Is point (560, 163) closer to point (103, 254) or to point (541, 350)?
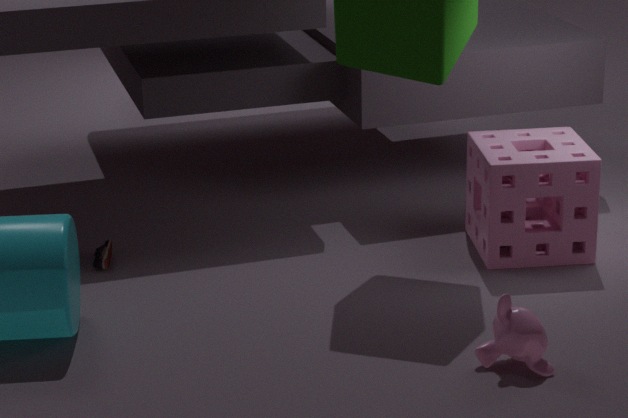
point (541, 350)
